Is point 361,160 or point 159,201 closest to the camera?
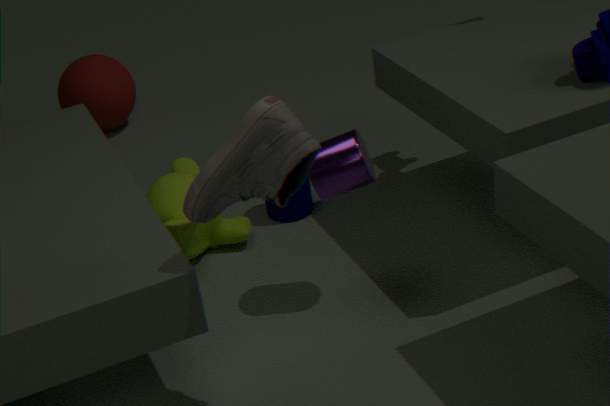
point 361,160
